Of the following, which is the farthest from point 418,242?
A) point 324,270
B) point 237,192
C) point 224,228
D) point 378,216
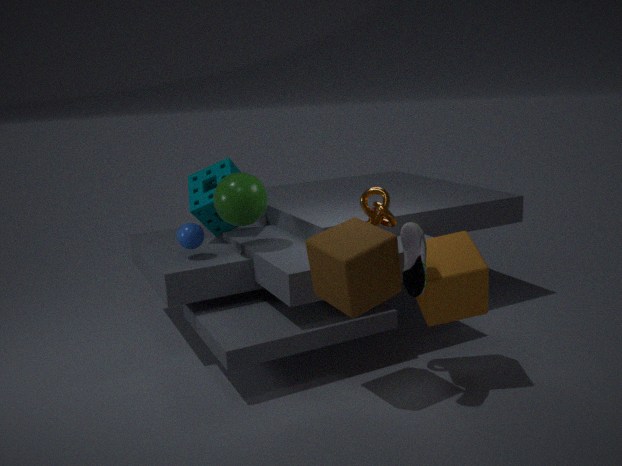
point 224,228
